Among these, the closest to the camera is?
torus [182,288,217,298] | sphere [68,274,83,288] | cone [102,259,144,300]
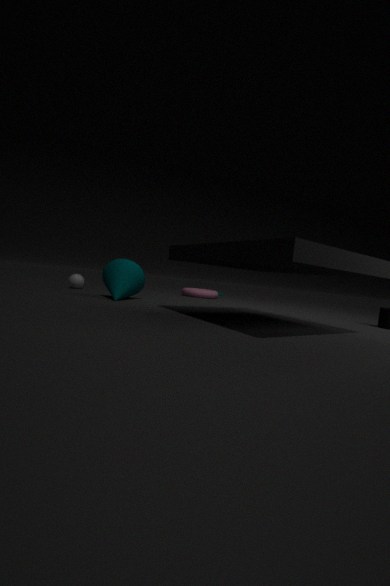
cone [102,259,144,300]
